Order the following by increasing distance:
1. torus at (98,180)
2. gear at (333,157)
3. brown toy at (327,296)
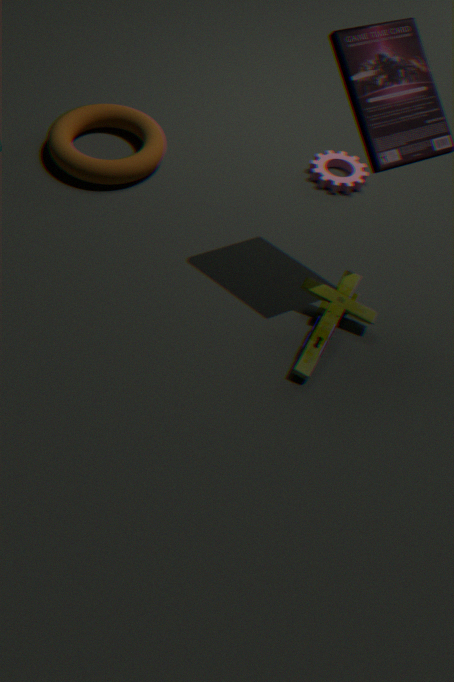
brown toy at (327,296) < torus at (98,180) < gear at (333,157)
